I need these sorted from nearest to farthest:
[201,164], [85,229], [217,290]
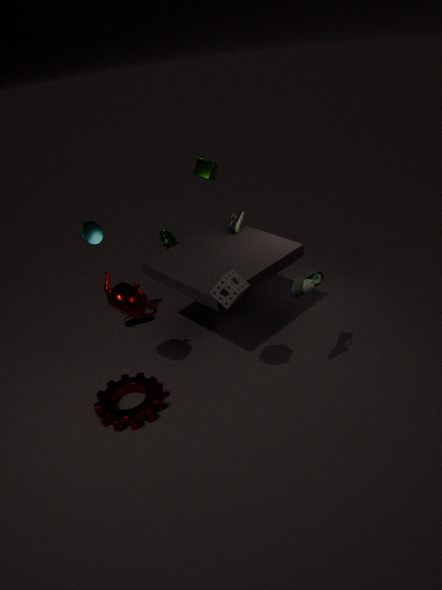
[217,290]
[85,229]
[201,164]
